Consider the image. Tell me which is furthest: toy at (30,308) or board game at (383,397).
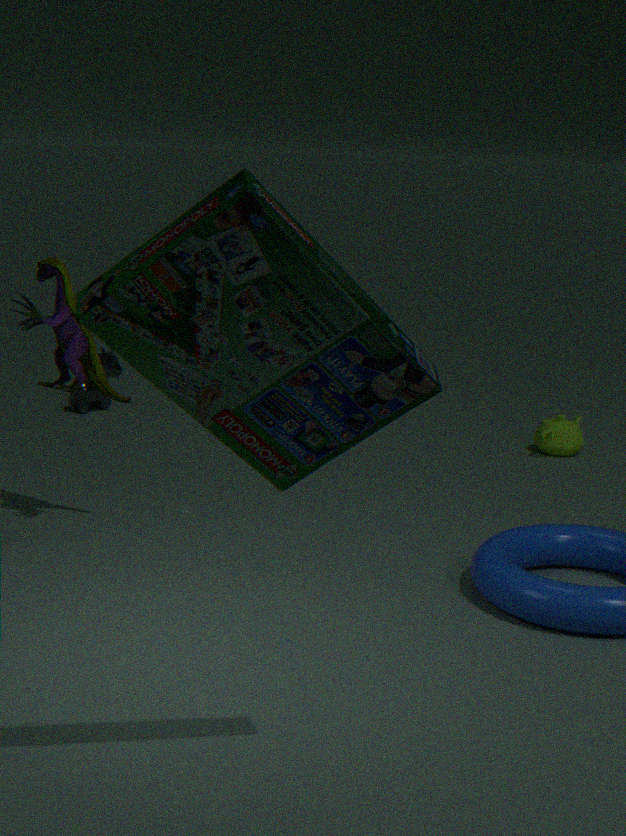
toy at (30,308)
